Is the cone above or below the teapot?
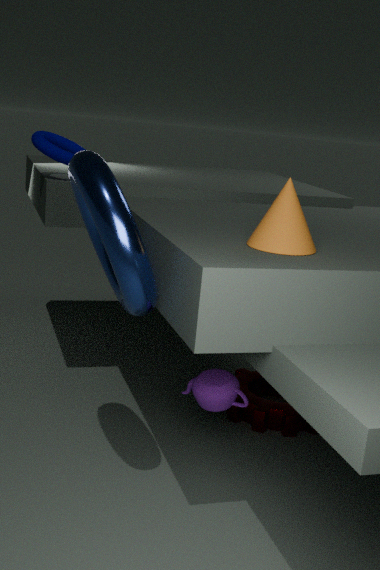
above
